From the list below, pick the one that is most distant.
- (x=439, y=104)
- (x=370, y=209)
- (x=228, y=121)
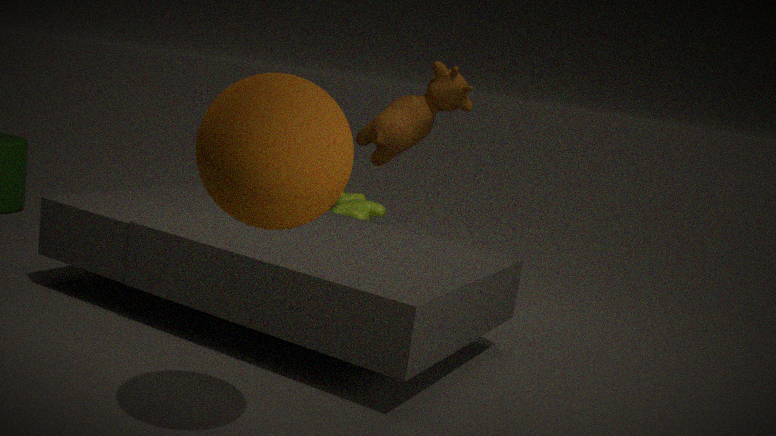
(x=370, y=209)
